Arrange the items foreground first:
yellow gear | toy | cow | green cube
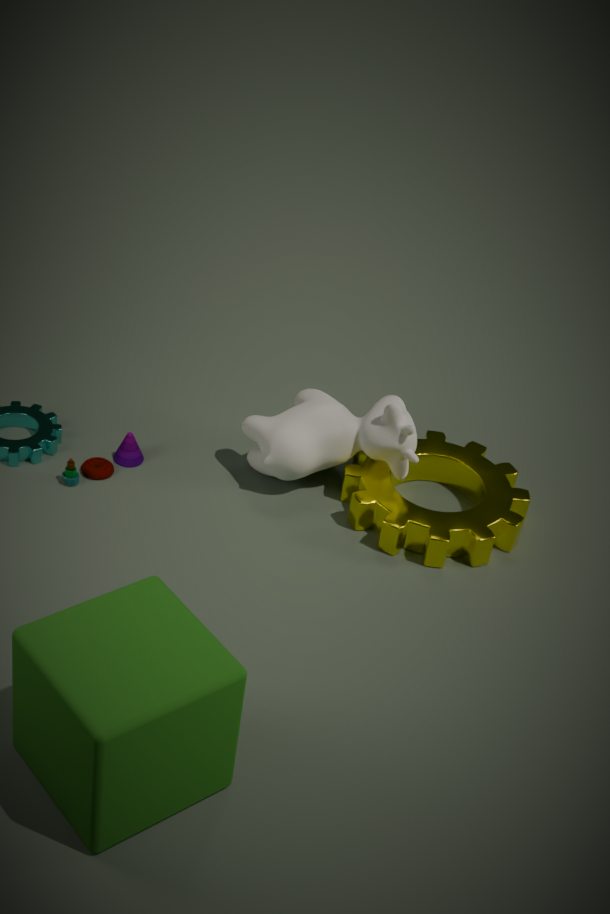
green cube
yellow gear
toy
cow
